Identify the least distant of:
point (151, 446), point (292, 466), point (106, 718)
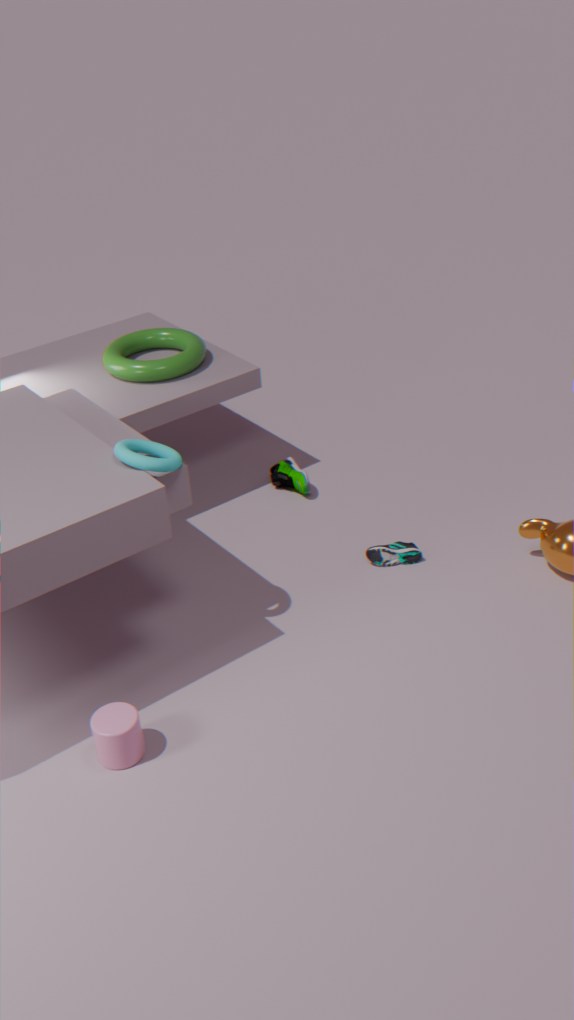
point (106, 718)
